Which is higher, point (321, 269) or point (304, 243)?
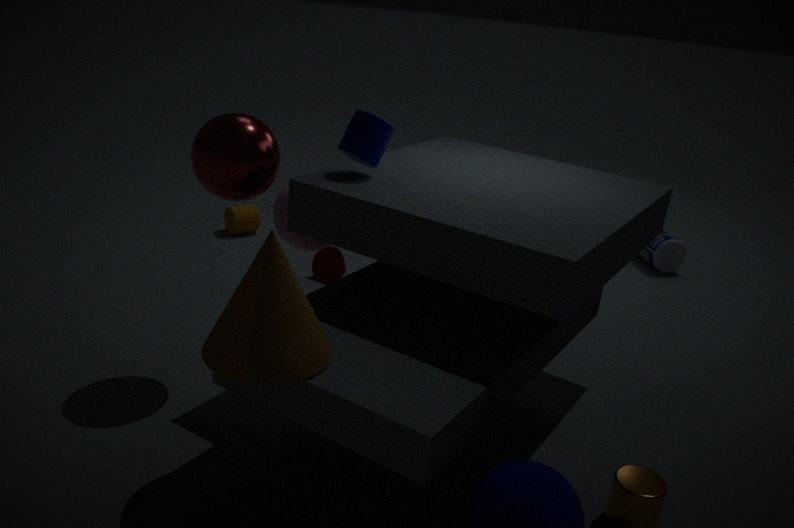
point (304, 243)
